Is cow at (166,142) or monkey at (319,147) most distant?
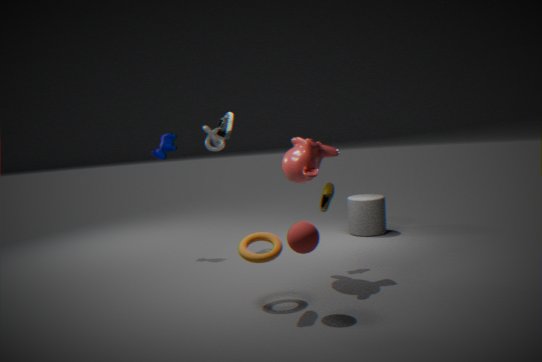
cow at (166,142)
